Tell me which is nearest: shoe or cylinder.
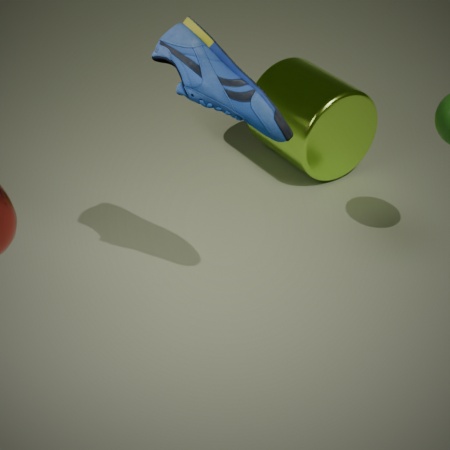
shoe
